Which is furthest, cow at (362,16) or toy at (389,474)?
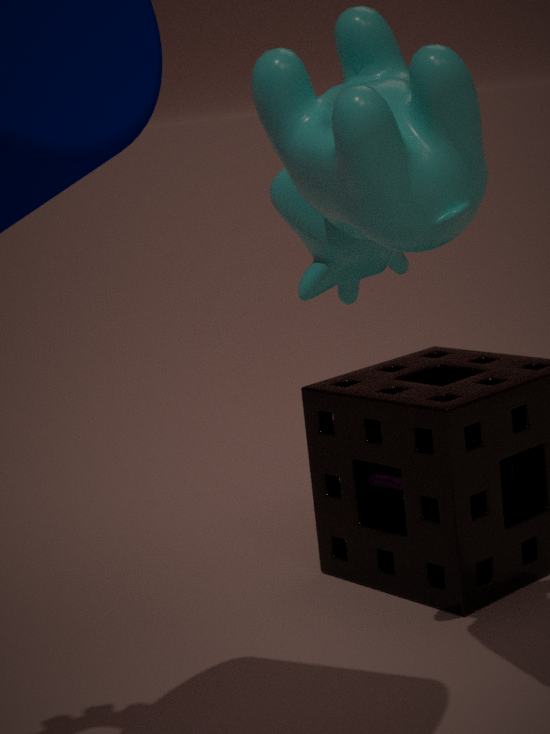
toy at (389,474)
